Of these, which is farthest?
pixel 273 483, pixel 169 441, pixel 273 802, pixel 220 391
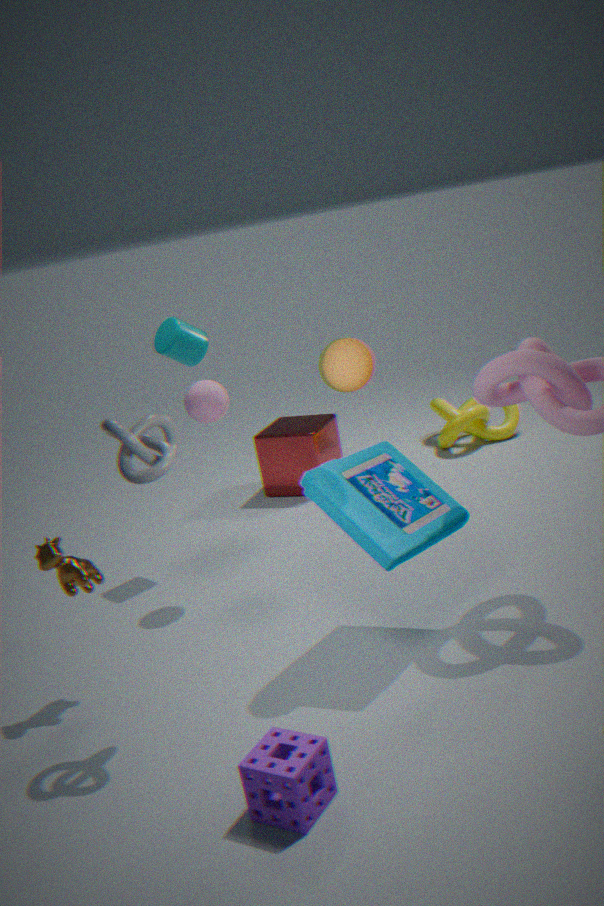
pixel 273 483
